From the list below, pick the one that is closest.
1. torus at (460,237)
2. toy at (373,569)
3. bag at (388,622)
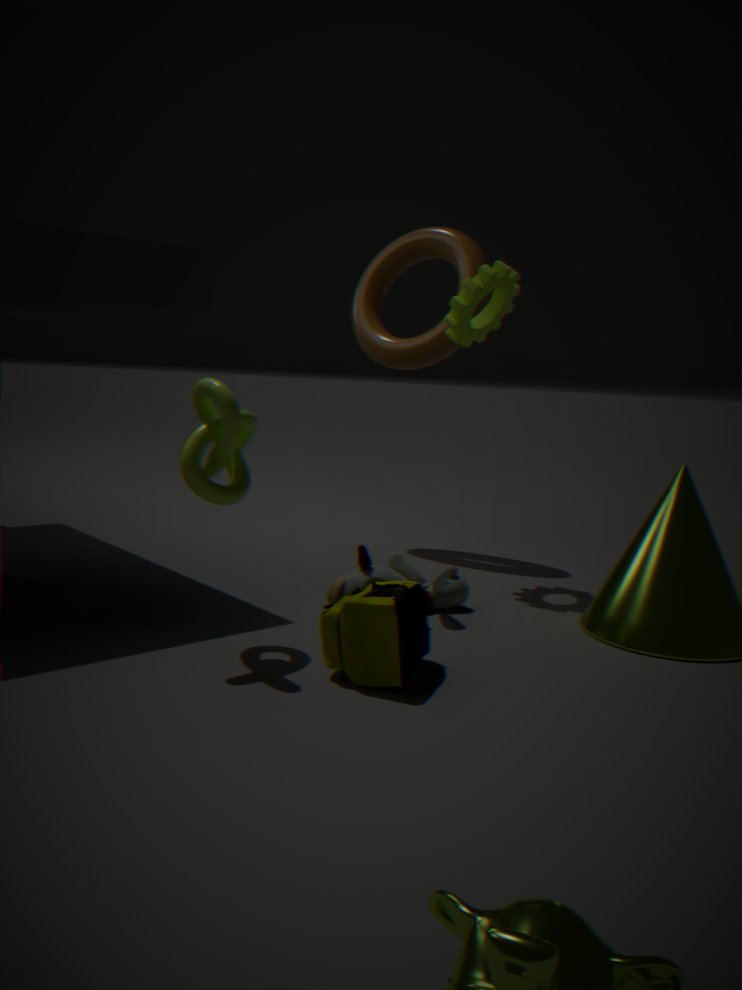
bag at (388,622)
